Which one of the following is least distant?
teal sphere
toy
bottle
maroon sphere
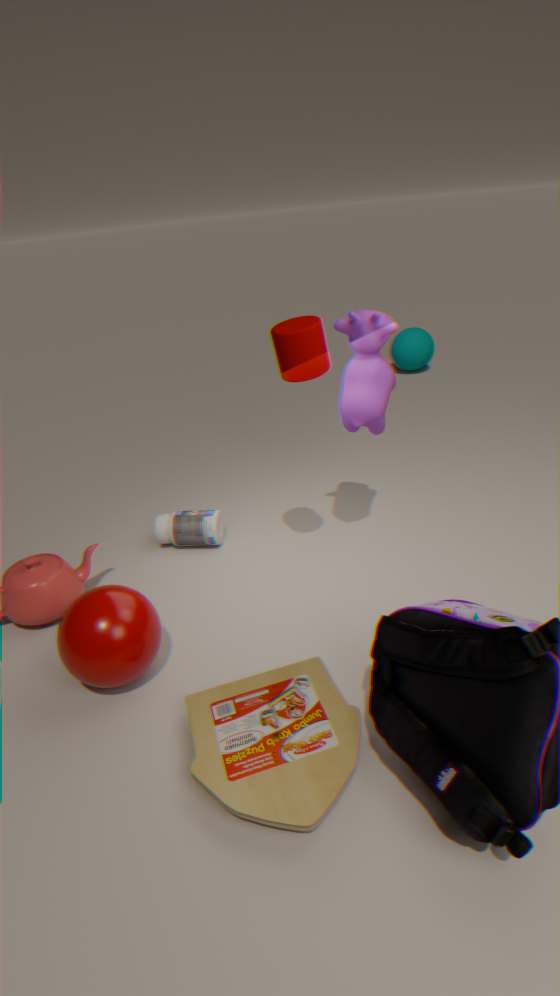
toy
